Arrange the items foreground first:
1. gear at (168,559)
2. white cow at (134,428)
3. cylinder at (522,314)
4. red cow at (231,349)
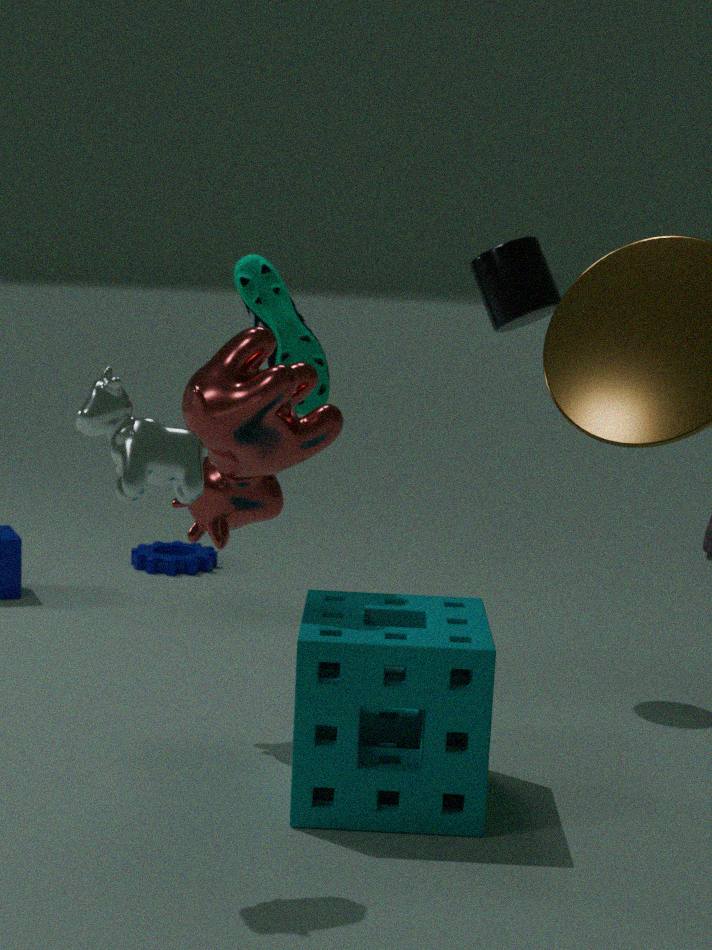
white cow at (134,428), red cow at (231,349), cylinder at (522,314), gear at (168,559)
